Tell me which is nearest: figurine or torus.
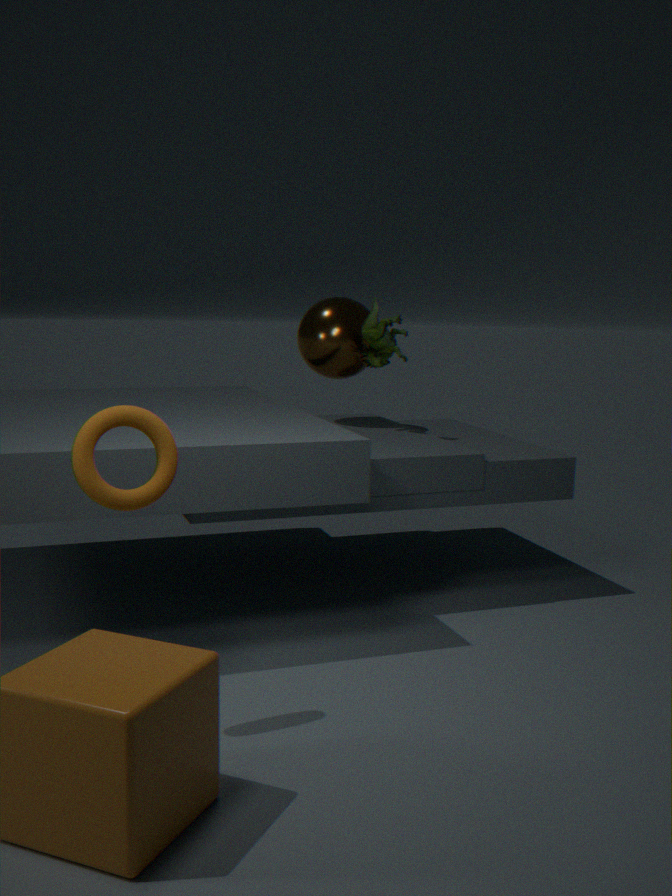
torus
